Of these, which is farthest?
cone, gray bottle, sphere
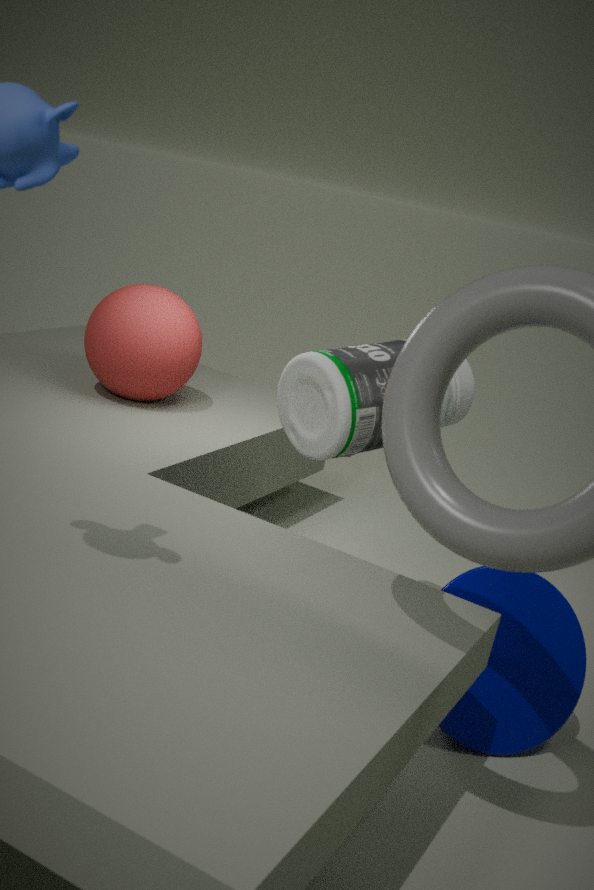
sphere
